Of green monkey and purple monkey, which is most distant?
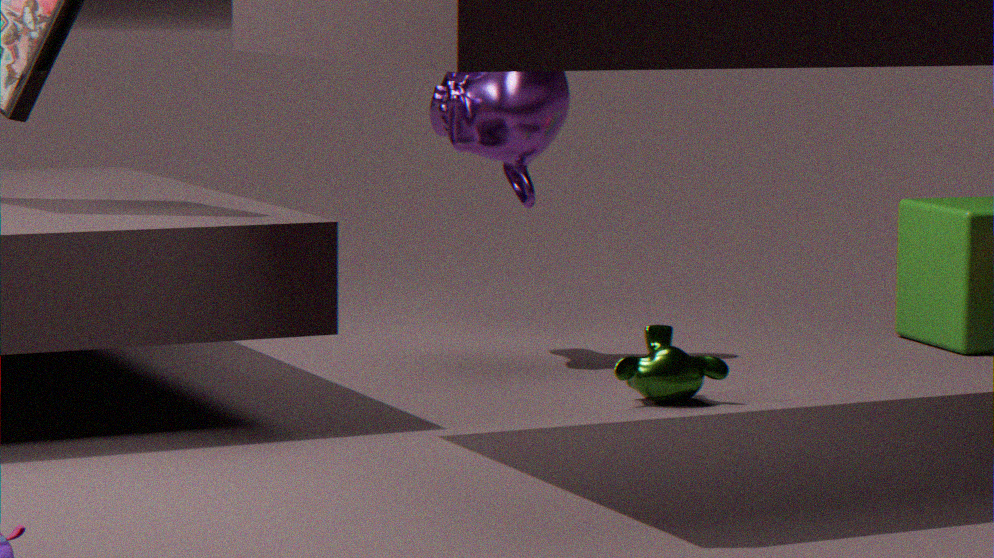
purple monkey
